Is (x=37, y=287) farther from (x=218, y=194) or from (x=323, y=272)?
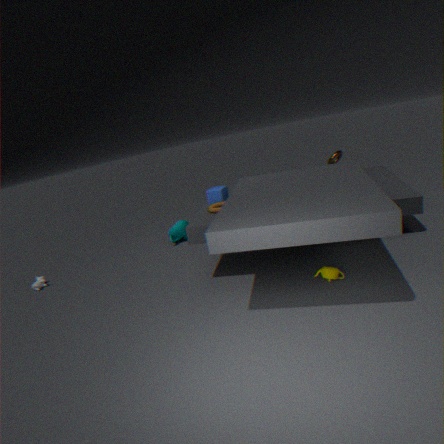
(x=323, y=272)
